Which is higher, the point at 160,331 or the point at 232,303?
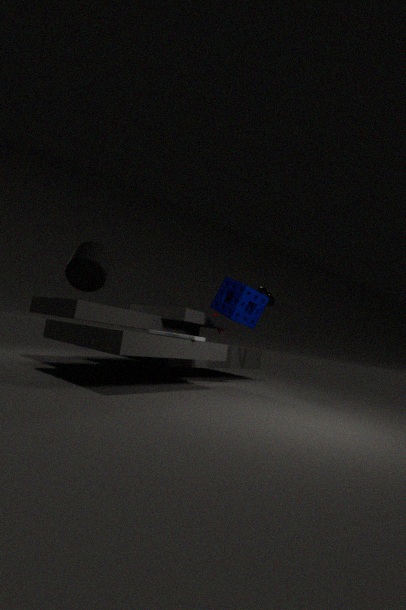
the point at 232,303
